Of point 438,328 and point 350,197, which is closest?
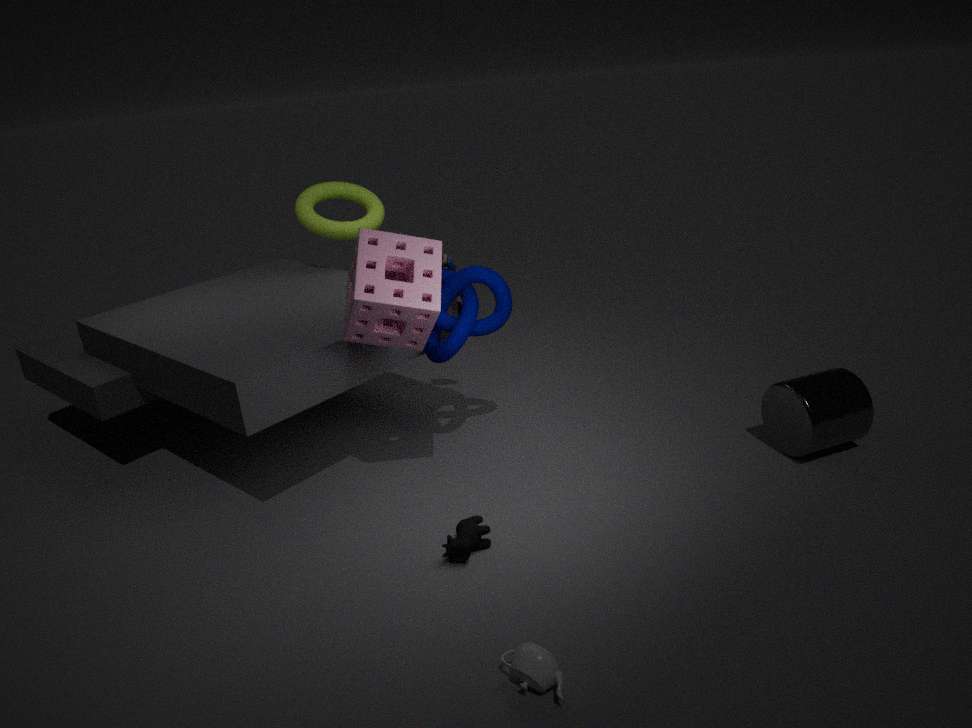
point 438,328
